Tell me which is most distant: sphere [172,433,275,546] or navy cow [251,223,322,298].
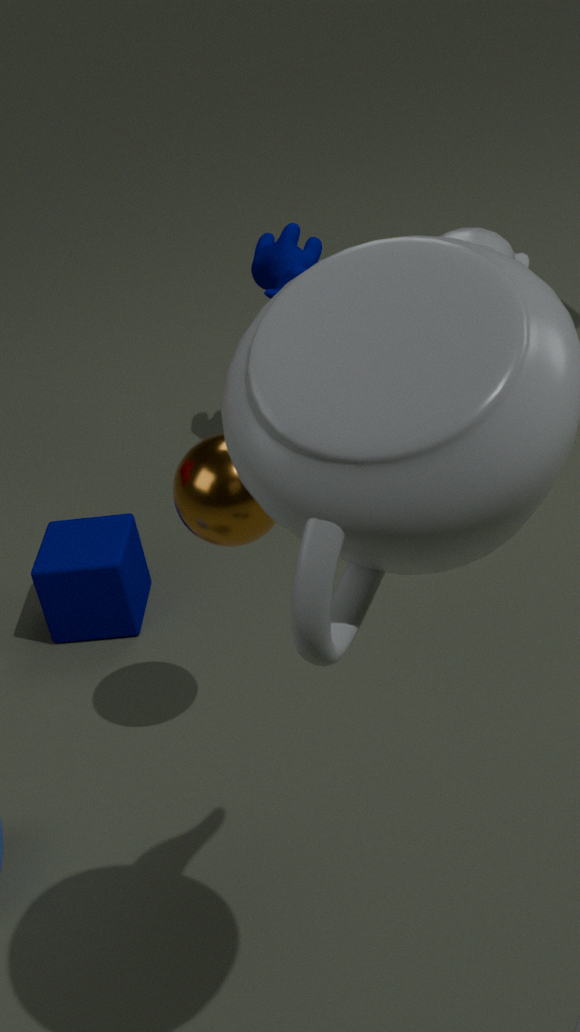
navy cow [251,223,322,298]
